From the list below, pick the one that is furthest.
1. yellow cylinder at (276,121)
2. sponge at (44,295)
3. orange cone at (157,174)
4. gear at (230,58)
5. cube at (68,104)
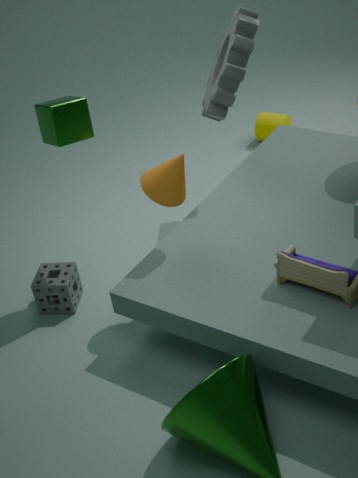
yellow cylinder at (276,121)
